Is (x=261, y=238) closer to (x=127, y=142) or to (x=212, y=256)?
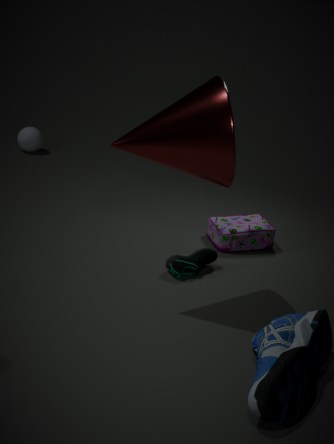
(x=212, y=256)
